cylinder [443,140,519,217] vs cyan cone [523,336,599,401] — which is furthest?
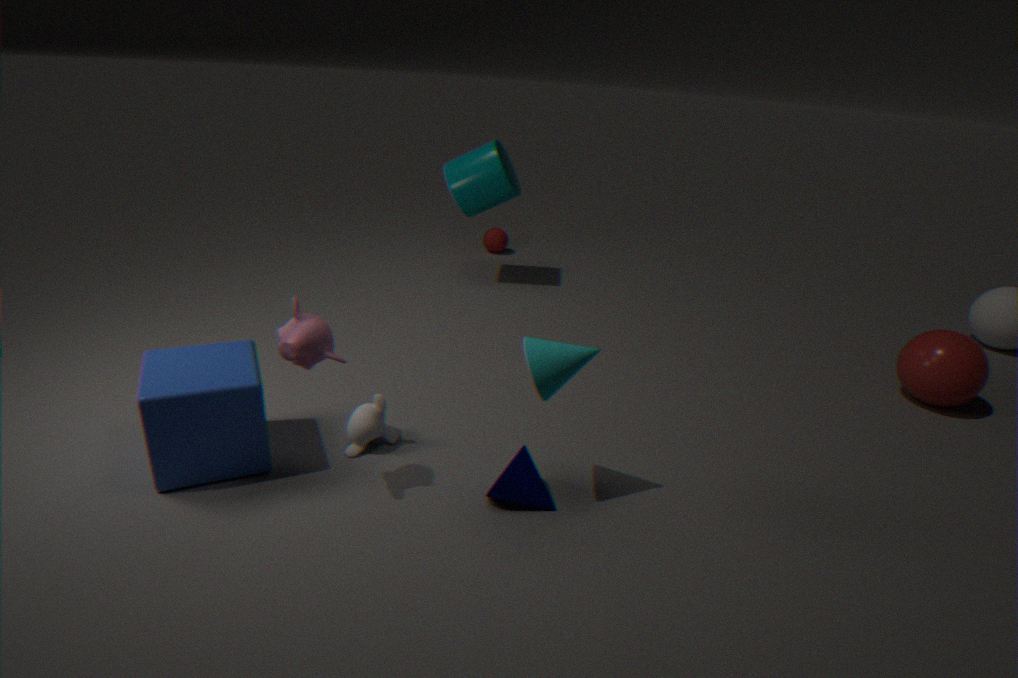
cylinder [443,140,519,217]
